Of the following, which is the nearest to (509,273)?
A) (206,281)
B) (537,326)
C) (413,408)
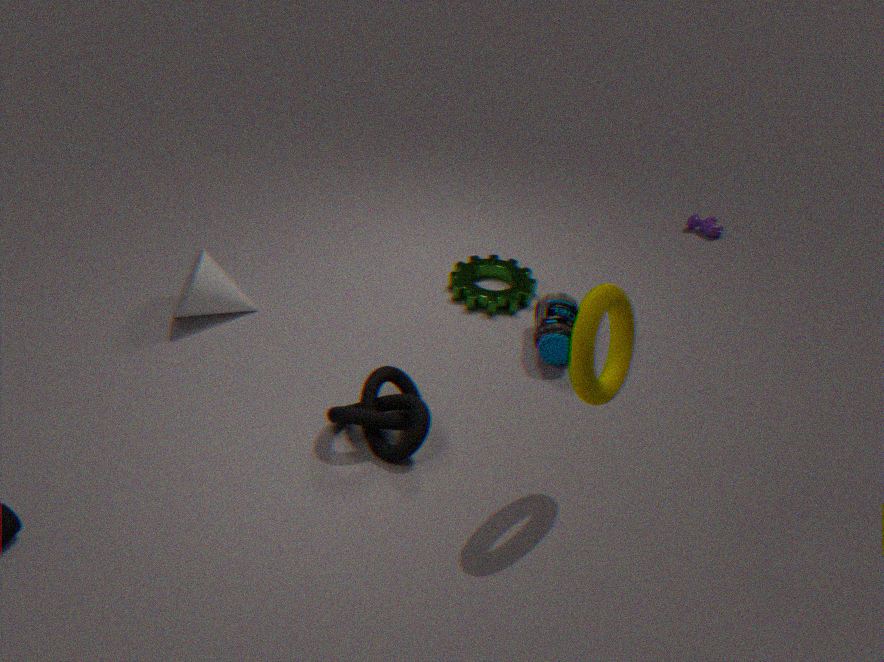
(537,326)
